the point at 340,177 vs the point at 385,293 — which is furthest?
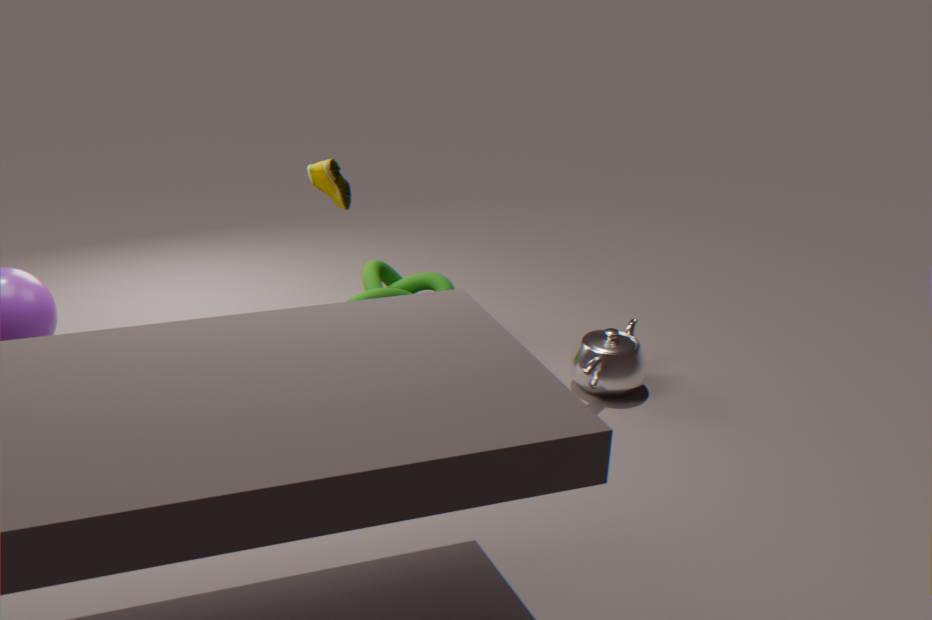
the point at 340,177
